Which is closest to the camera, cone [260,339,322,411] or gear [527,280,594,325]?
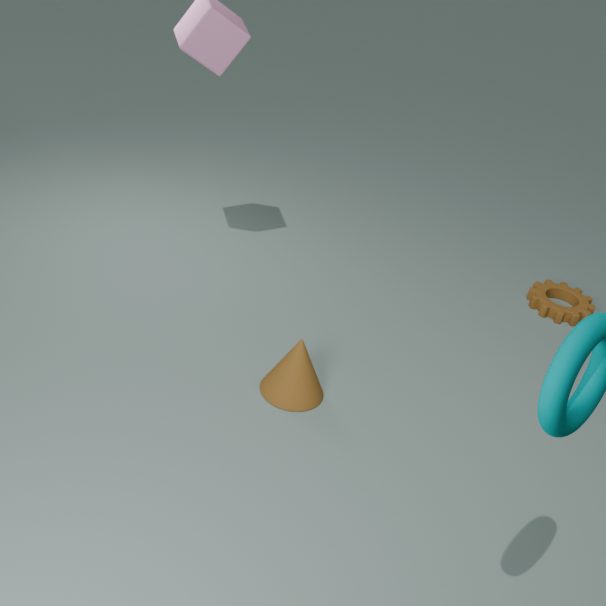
cone [260,339,322,411]
